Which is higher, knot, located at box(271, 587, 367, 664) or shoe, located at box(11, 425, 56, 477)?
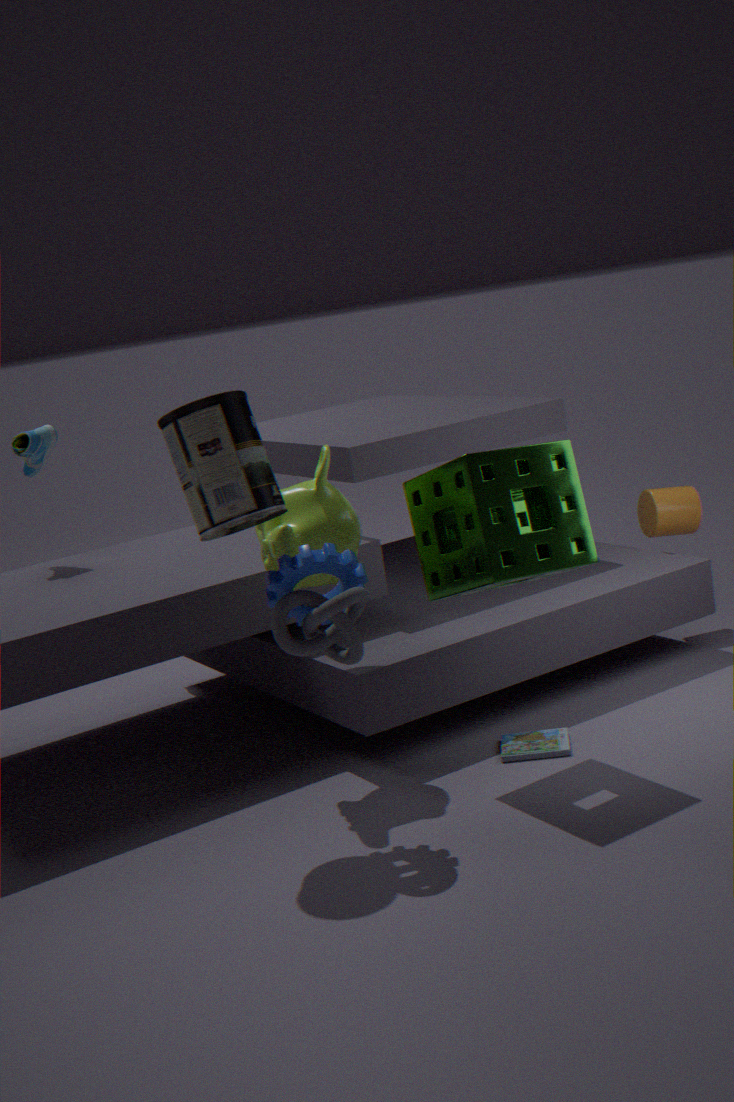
shoe, located at box(11, 425, 56, 477)
